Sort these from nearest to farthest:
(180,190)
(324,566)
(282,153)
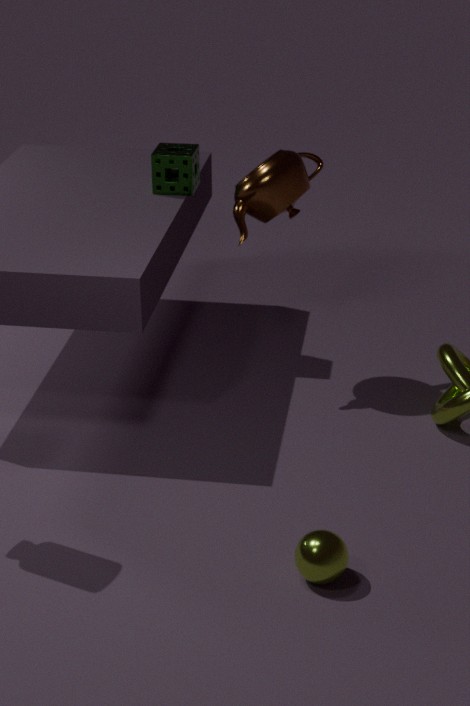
(324,566)
(282,153)
(180,190)
